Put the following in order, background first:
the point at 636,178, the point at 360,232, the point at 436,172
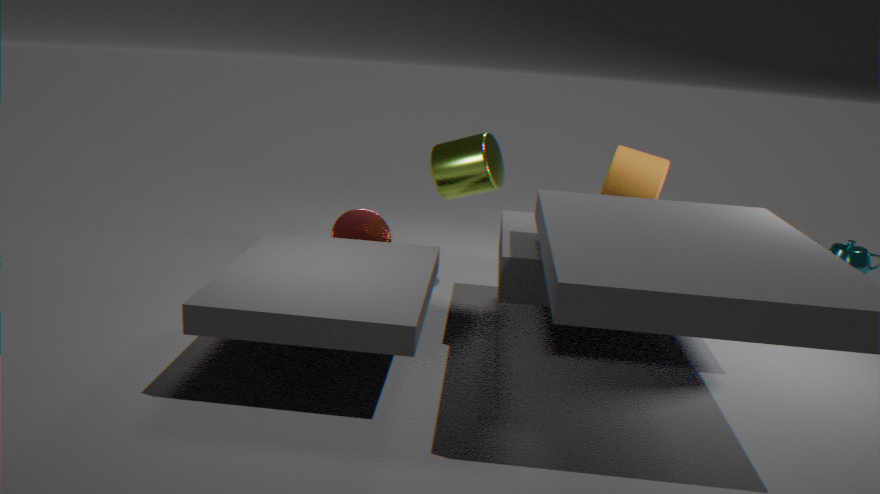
the point at 360,232, the point at 636,178, the point at 436,172
